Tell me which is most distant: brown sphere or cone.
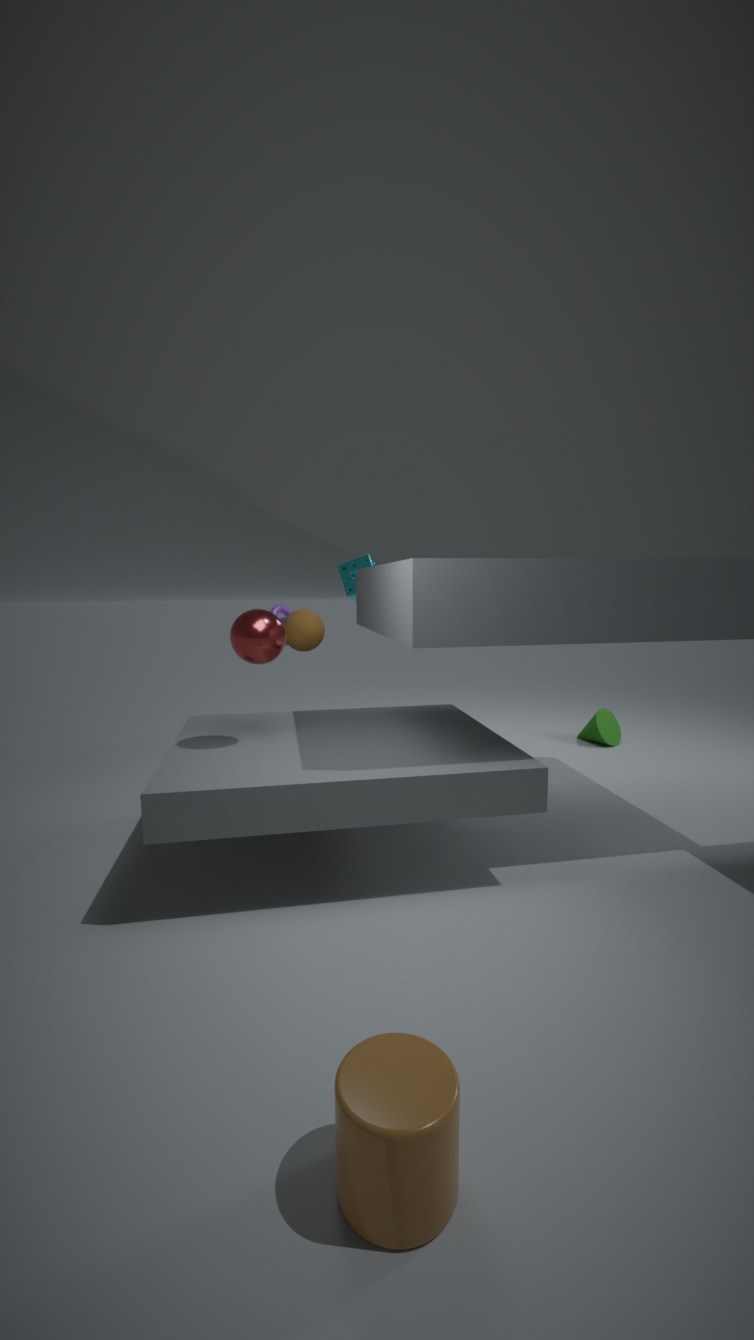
cone
